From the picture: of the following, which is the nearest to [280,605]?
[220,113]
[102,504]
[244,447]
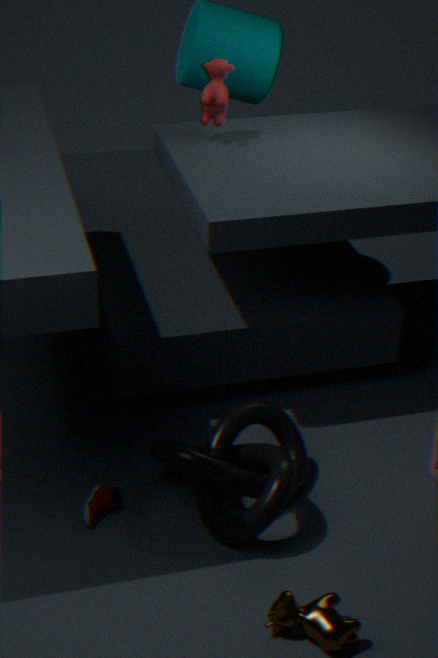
[244,447]
